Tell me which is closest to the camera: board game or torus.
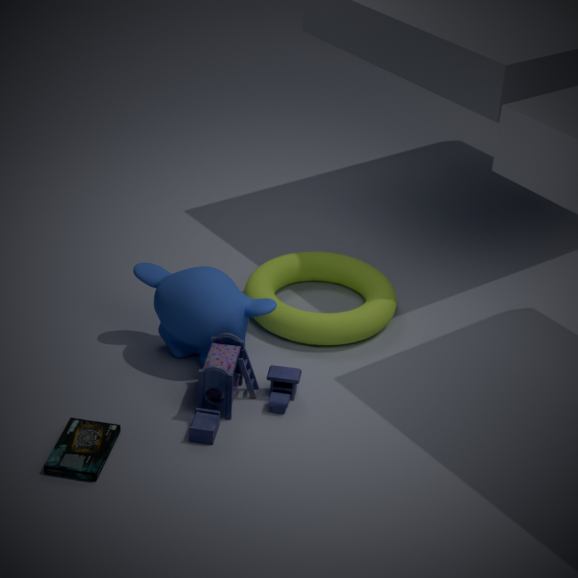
board game
